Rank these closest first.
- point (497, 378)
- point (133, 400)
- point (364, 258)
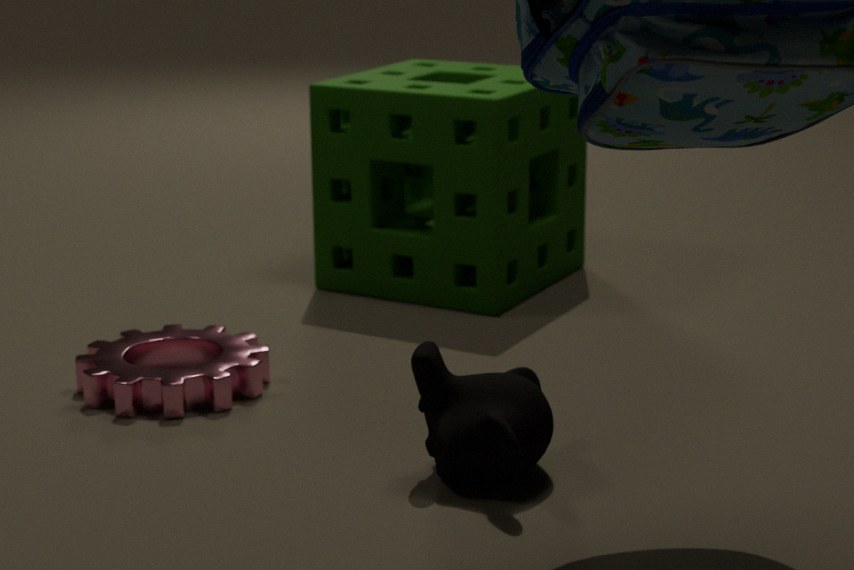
point (497, 378)
point (133, 400)
point (364, 258)
